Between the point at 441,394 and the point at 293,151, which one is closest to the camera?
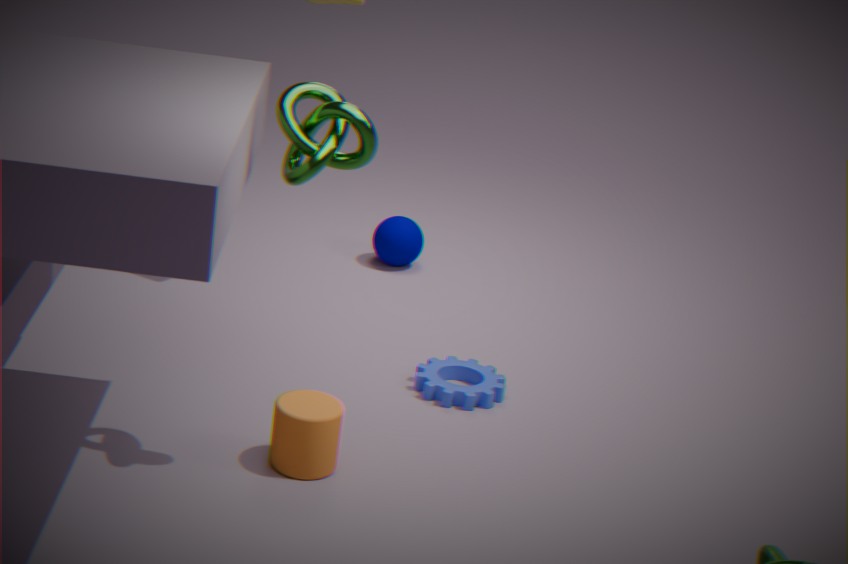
the point at 293,151
